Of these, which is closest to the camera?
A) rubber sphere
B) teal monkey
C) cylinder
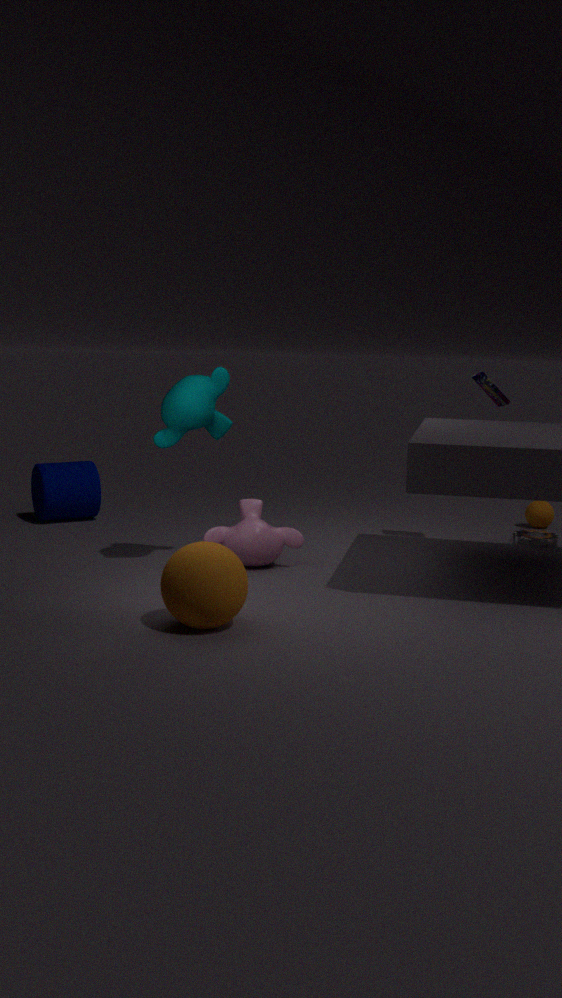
rubber sphere
